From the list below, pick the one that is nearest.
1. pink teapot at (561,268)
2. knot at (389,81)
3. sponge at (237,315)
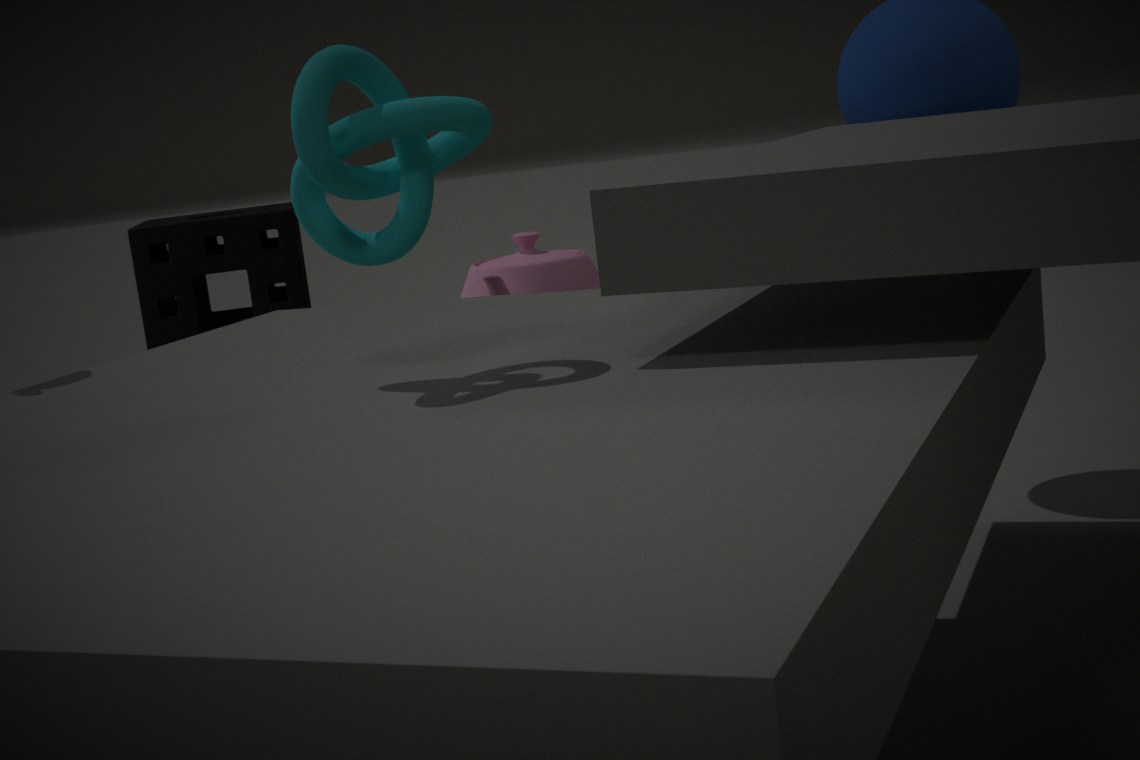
knot at (389,81)
